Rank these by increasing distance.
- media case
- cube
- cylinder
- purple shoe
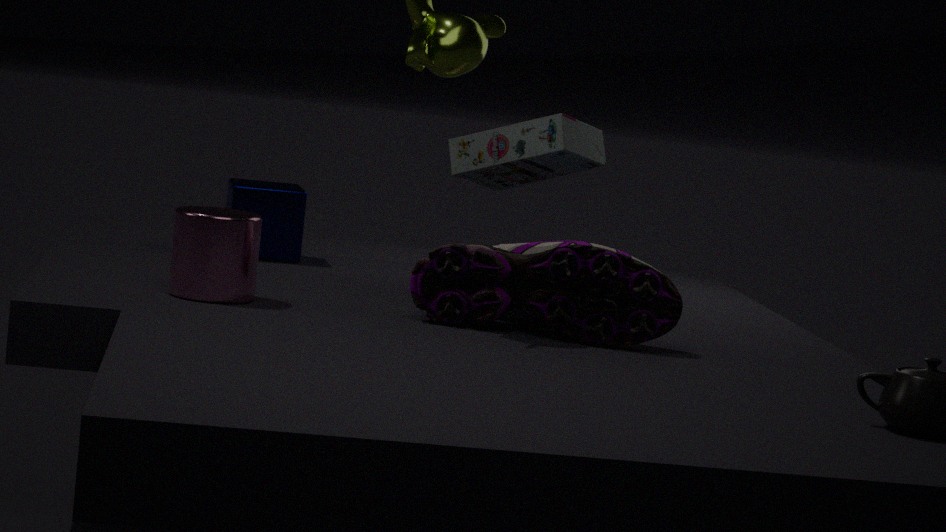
purple shoe, cylinder, media case, cube
